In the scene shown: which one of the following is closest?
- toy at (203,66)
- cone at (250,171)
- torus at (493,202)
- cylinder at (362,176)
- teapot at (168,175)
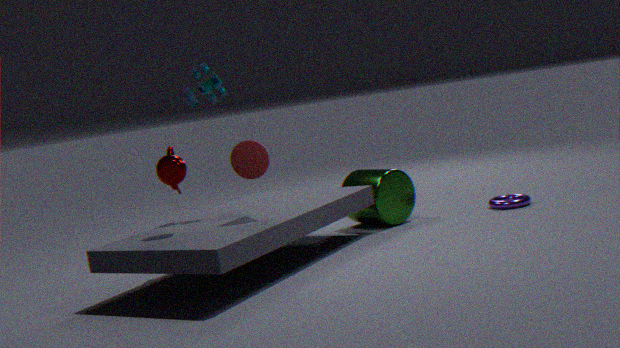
teapot at (168,175)
